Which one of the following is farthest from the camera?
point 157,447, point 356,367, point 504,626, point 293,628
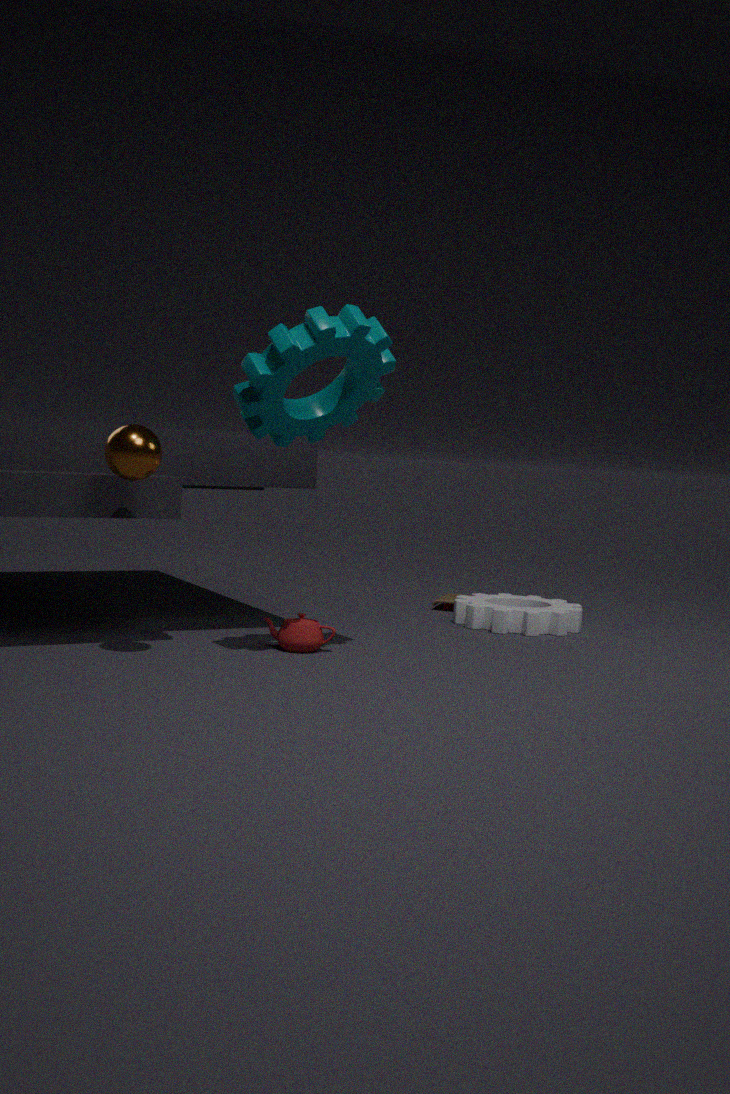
point 504,626
